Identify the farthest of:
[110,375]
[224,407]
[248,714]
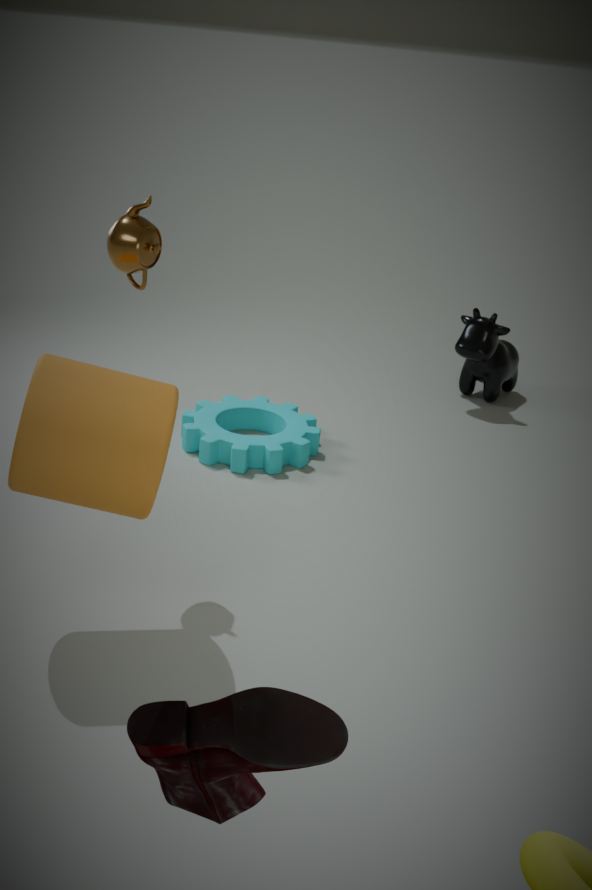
[224,407]
